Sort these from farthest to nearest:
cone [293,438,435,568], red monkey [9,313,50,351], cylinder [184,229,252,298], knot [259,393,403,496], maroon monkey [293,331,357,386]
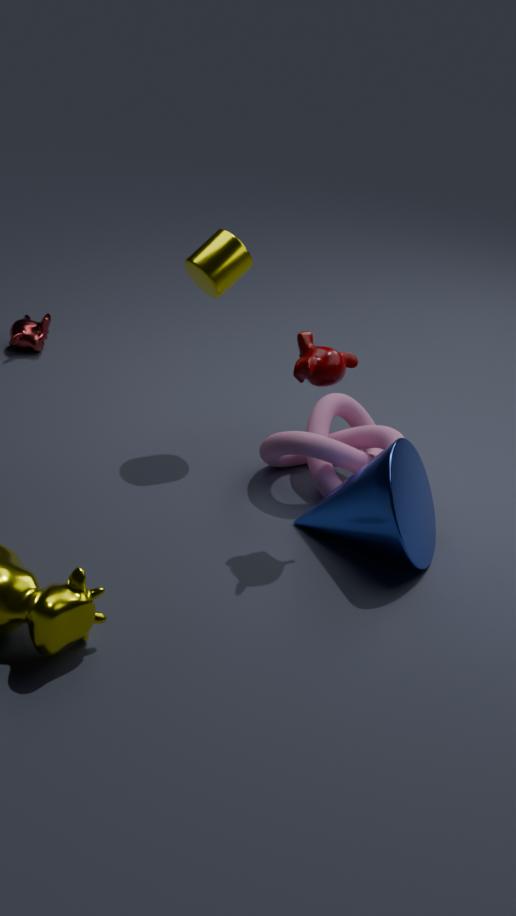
red monkey [9,313,50,351]
cylinder [184,229,252,298]
knot [259,393,403,496]
cone [293,438,435,568]
maroon monkey [293,331,357,386]
